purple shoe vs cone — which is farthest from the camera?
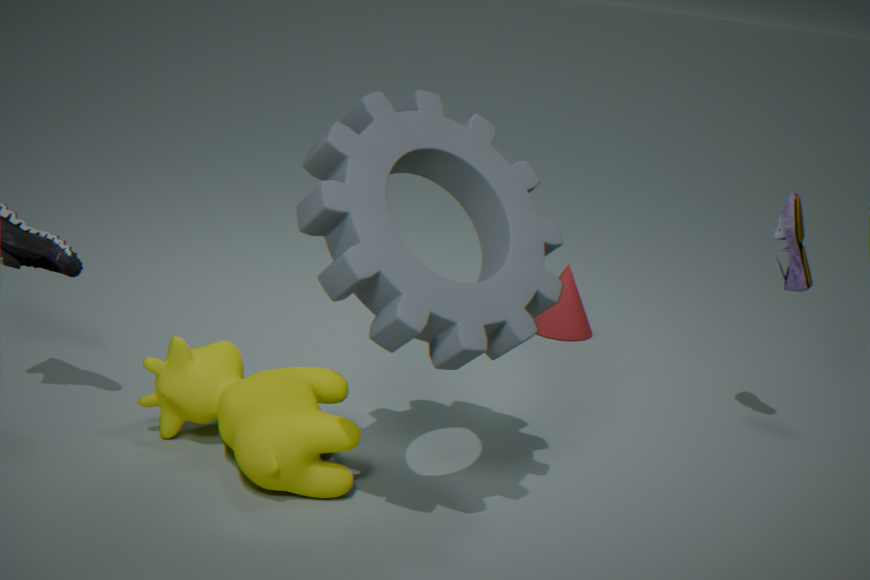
cone
